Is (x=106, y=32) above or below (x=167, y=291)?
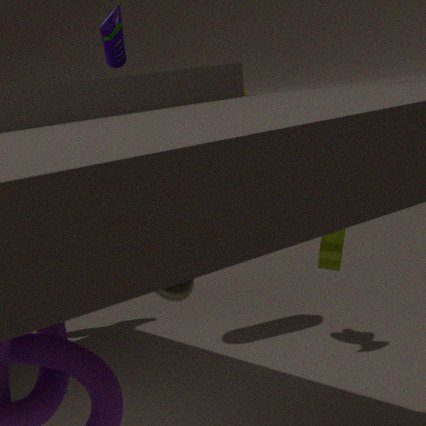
above
